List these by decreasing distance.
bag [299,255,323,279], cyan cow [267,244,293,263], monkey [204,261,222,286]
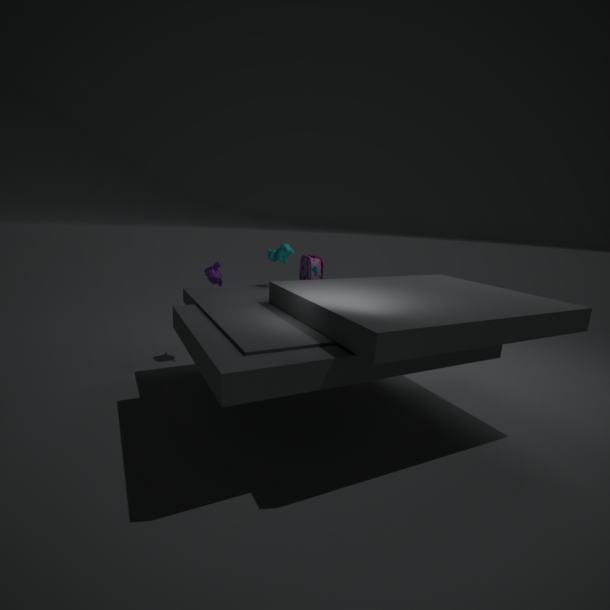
monkey [204,261,222,286] → cyan cow [267,244,293,263] → bag [299,255,323,279]
